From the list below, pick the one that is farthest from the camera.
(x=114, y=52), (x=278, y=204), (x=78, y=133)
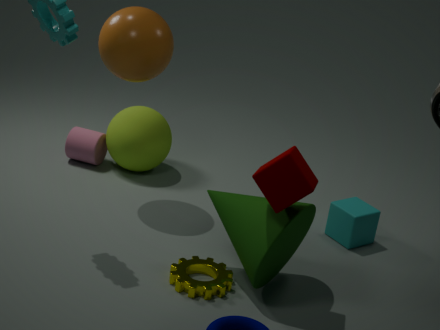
(x=78, y=133)
